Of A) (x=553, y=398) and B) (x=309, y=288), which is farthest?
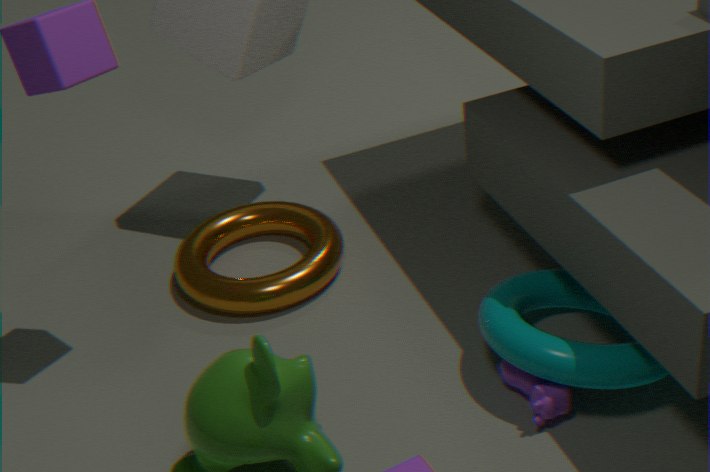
B. (x=309, y=288)
